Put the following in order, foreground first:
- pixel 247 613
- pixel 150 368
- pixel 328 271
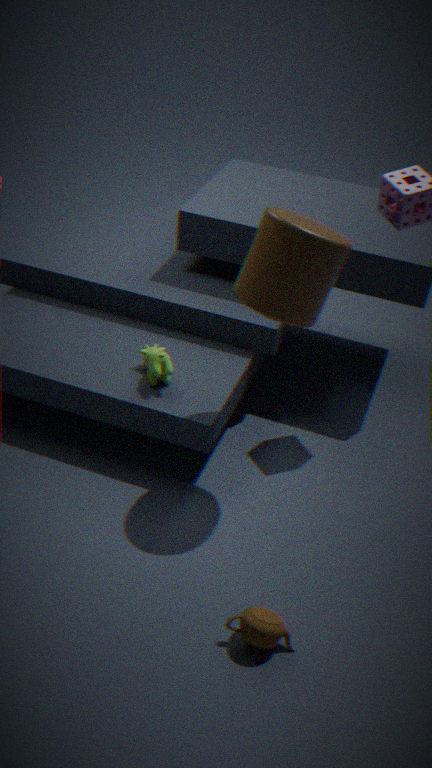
pixel 247 613
pixel 328 271
pixel 150 368
